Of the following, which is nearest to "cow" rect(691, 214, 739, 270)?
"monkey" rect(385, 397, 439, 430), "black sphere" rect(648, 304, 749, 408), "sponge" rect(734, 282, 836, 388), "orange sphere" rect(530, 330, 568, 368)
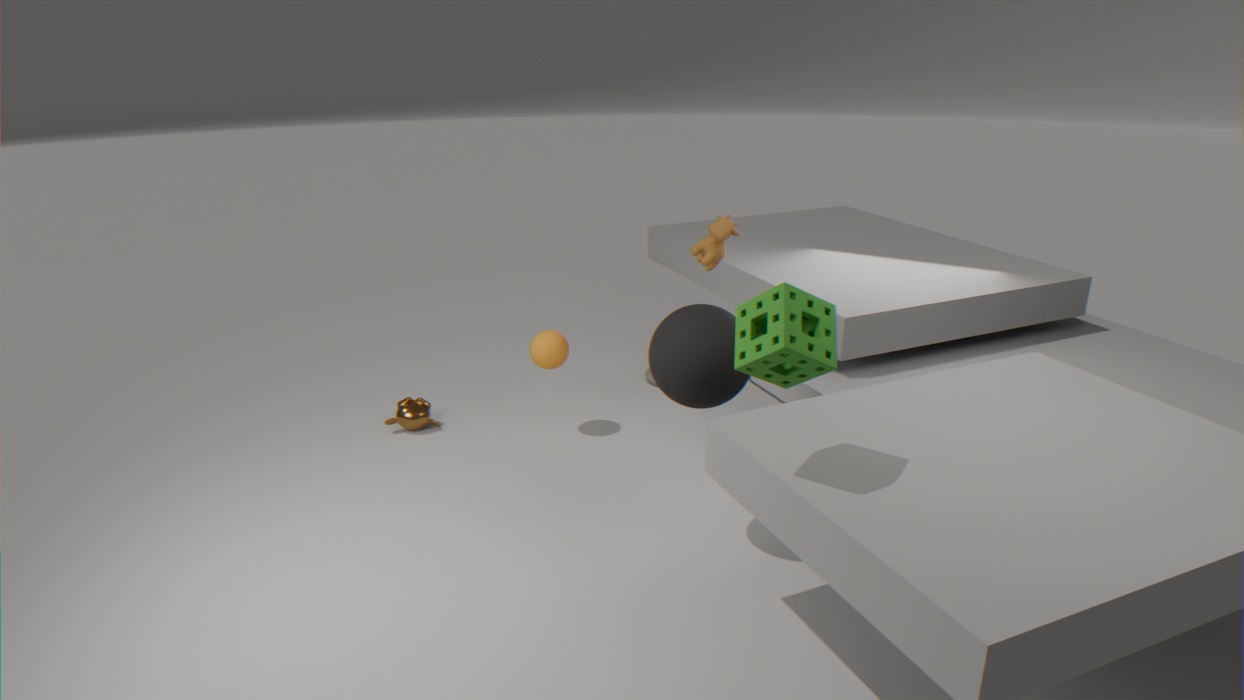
"black sphere" rect(648, 304, 749, 408)
